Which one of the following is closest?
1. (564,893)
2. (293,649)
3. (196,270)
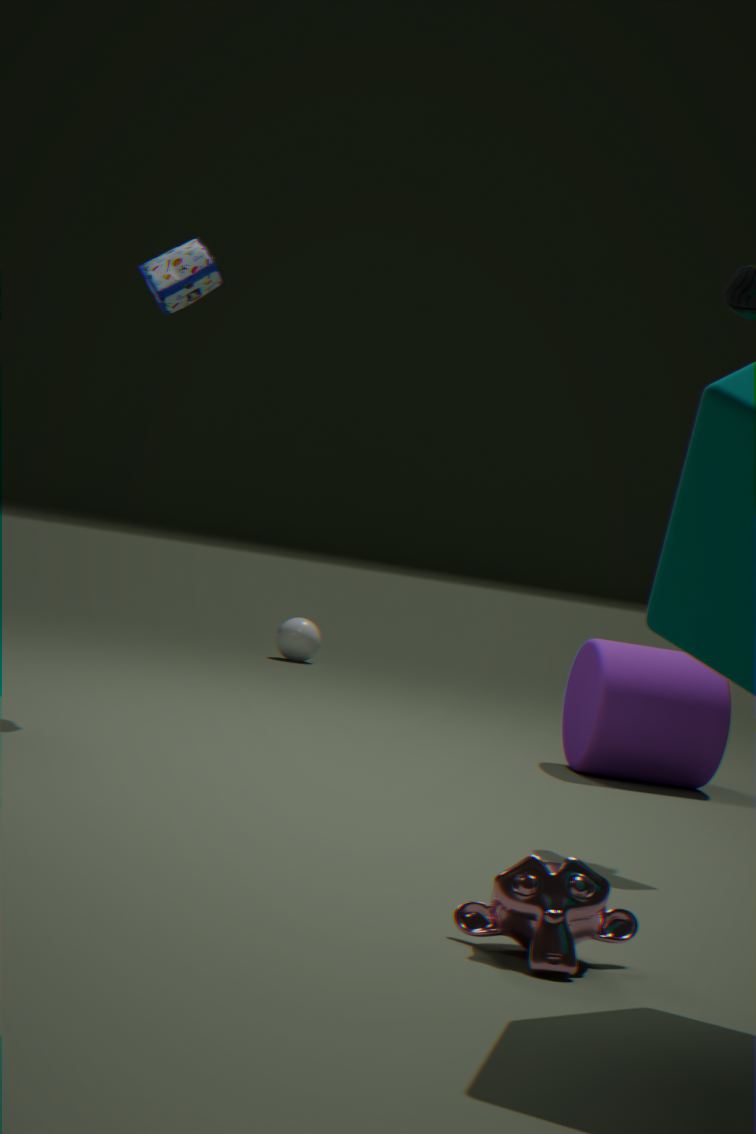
(564,893)
